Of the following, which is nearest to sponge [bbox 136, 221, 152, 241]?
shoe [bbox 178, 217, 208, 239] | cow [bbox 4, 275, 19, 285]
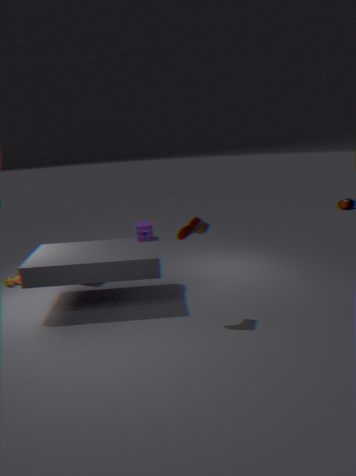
shoe [bbox 178, 217, 208, 239]
